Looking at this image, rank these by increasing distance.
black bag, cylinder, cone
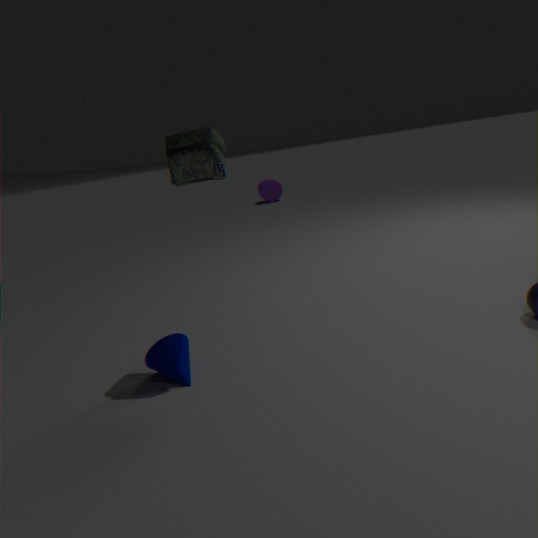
black bag → cone → cylinder
